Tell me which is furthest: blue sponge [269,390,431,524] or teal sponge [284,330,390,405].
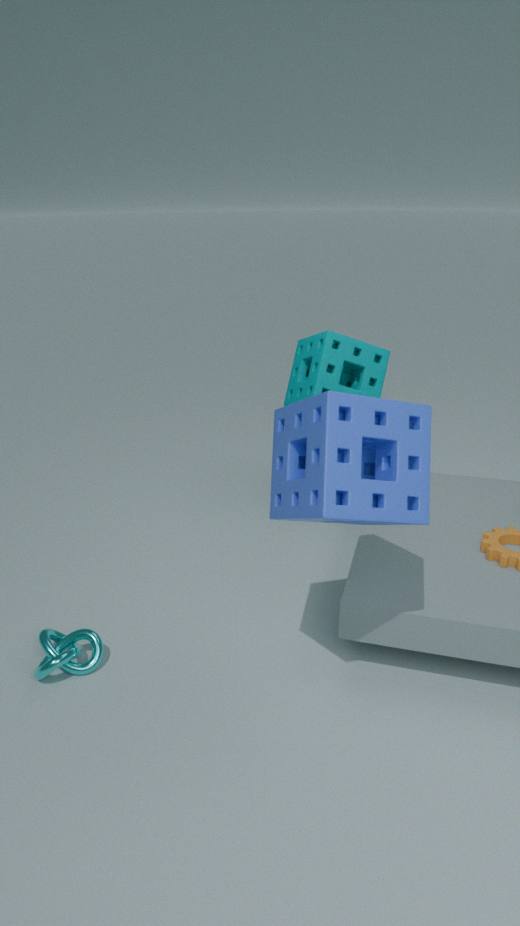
teal sponge [284,330,390,405]
